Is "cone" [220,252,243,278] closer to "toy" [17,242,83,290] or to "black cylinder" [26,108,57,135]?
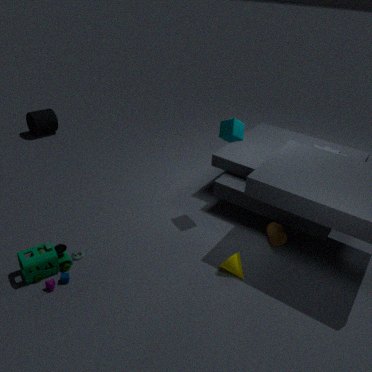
"toy" [17,242,83,290]
